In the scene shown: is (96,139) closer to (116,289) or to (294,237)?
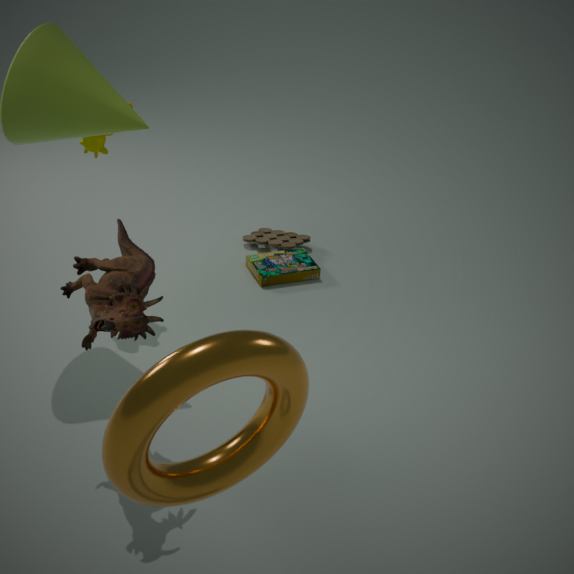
A: (116,289)
